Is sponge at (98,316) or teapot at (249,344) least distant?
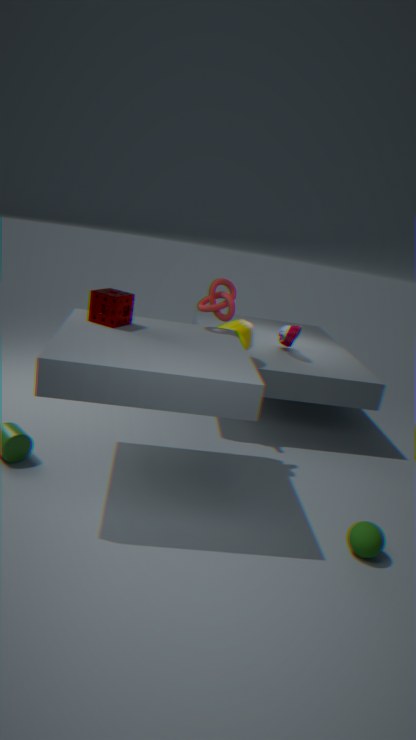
sponge at (98,316)
